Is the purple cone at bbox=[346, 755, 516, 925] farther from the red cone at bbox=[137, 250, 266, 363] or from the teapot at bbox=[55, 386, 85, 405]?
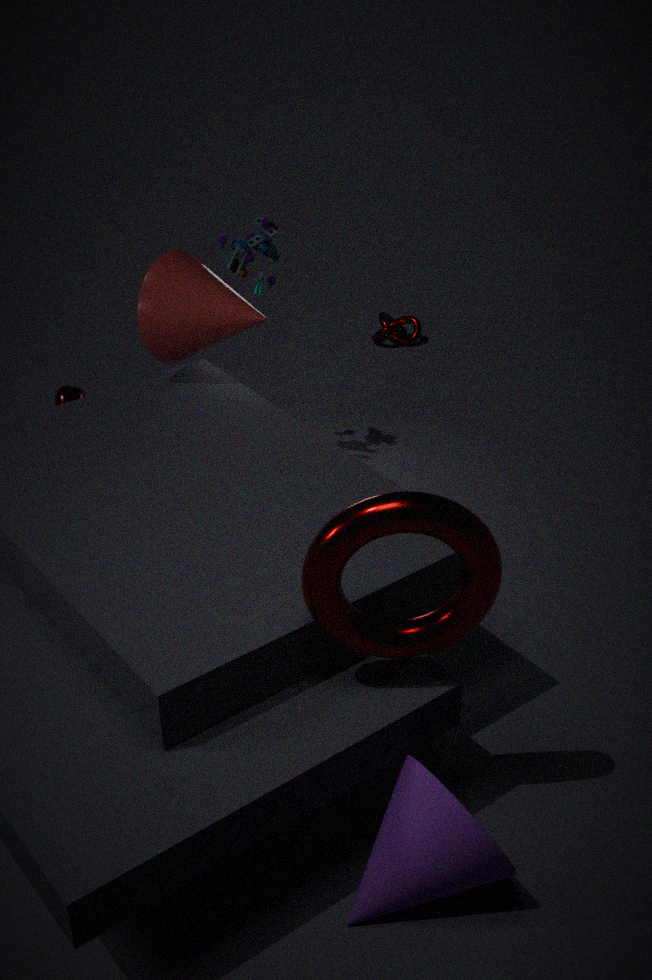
the teapot at bbox=[55, 386, 85, 405]
